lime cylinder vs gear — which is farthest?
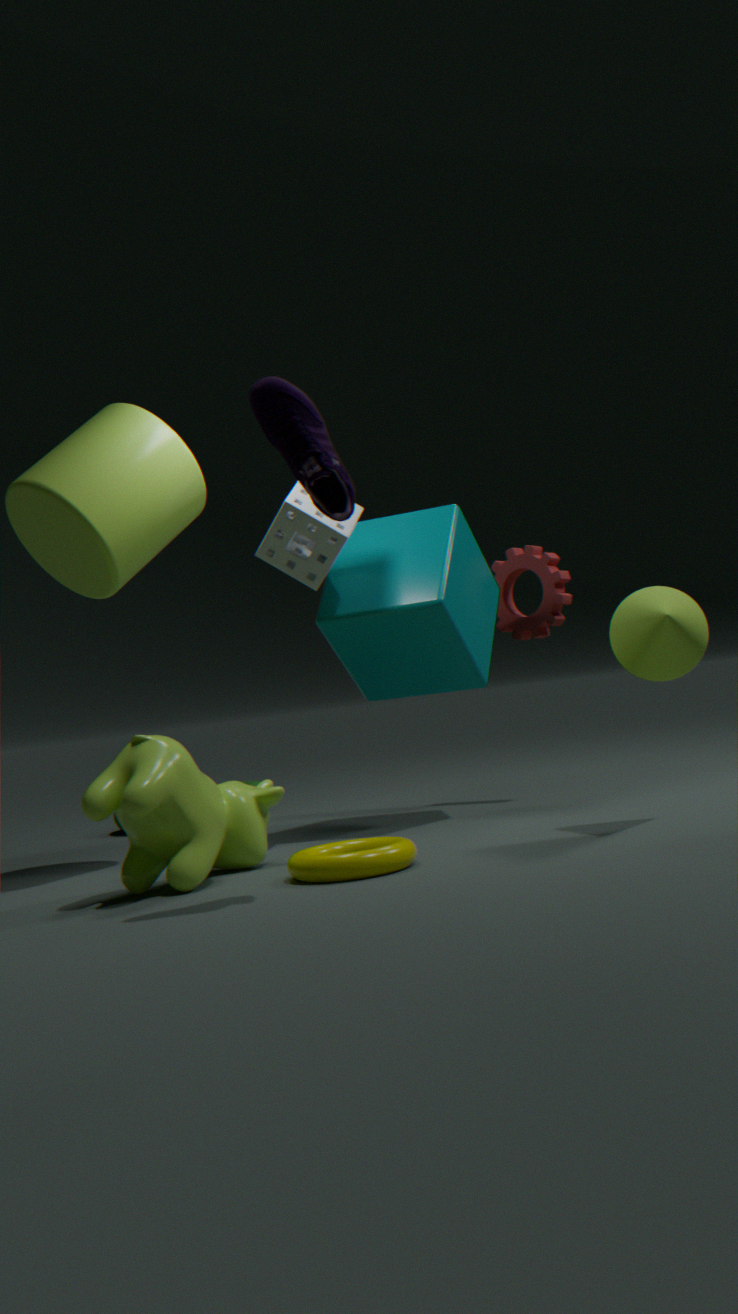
gear
